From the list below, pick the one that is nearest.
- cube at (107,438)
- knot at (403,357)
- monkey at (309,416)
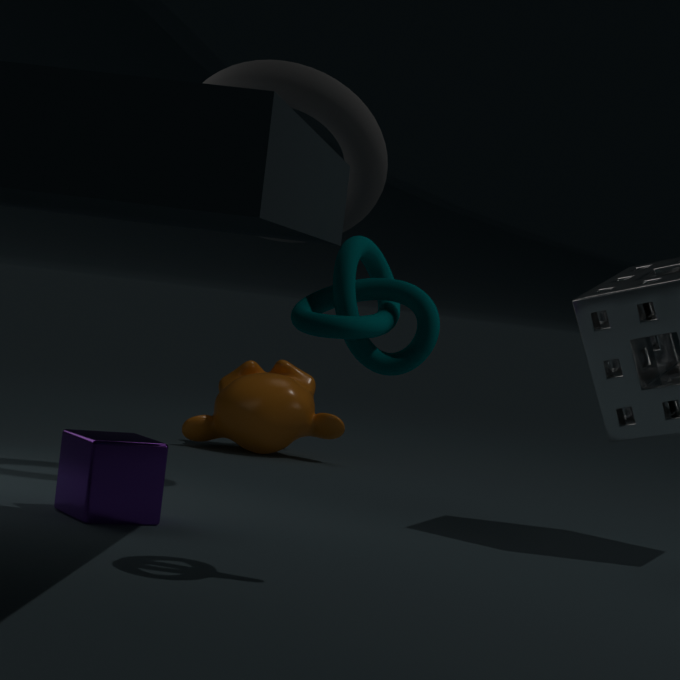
knot at (403,357)
